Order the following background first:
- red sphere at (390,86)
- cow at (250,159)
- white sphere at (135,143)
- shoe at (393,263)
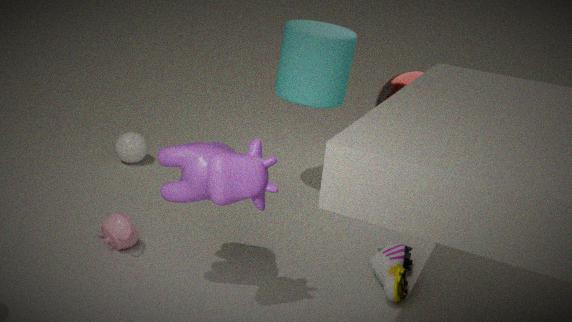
Result: white sphere at (135,143) < red sphere at (390,86) < shoe at (393,263) < cow at (250,159)
